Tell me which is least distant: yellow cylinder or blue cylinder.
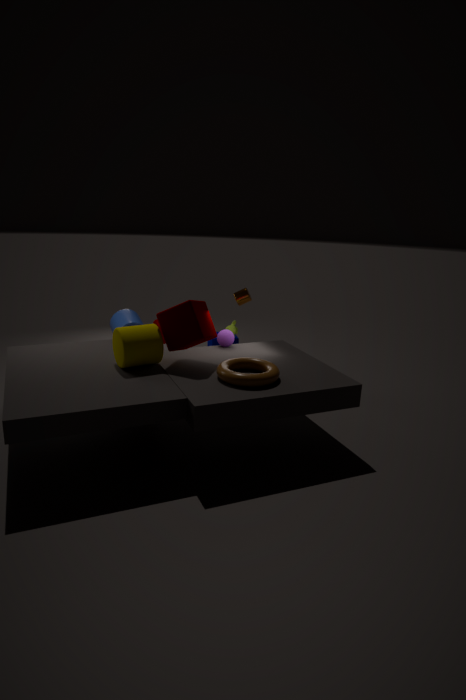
yellow cylinder
